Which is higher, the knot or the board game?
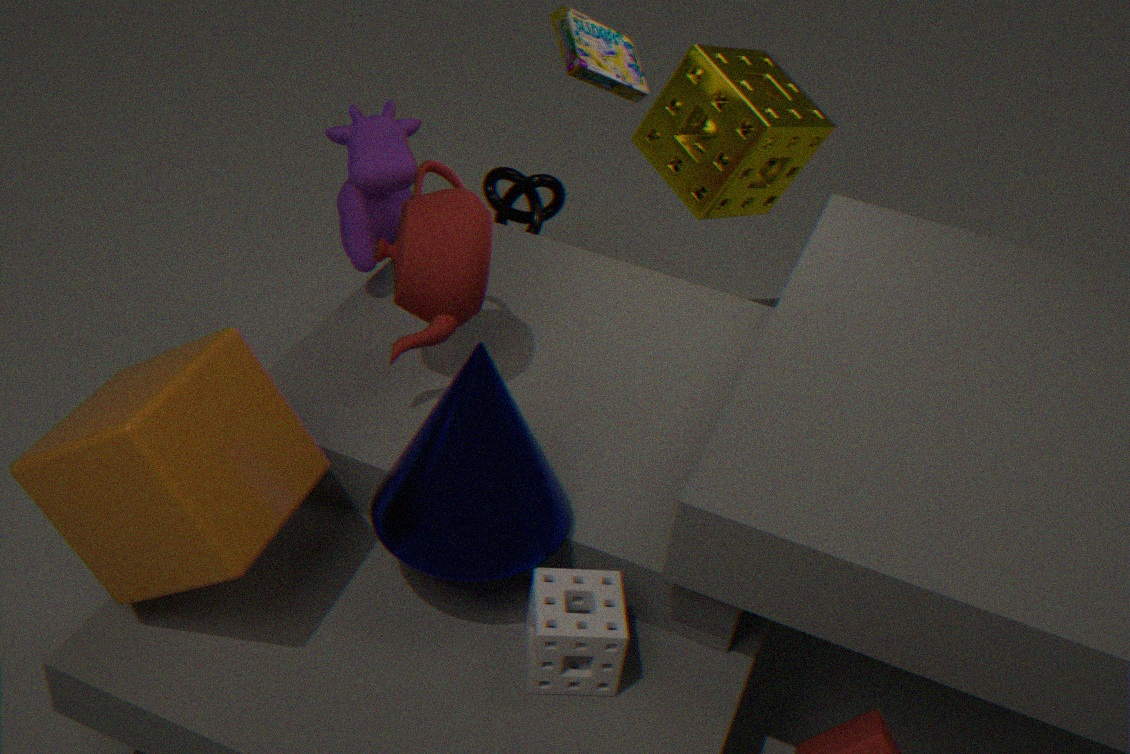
the board game
